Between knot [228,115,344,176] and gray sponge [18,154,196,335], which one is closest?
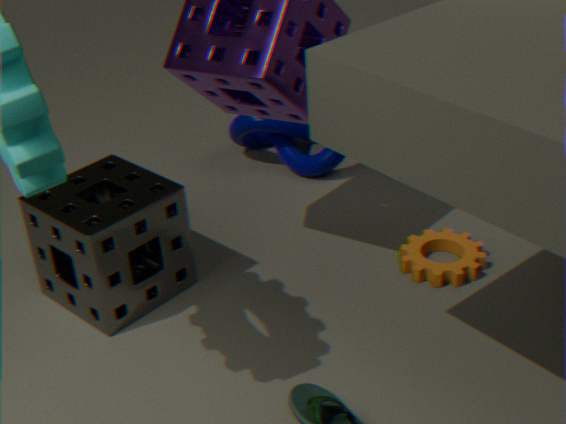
gray sponge [18,154,196,335]
